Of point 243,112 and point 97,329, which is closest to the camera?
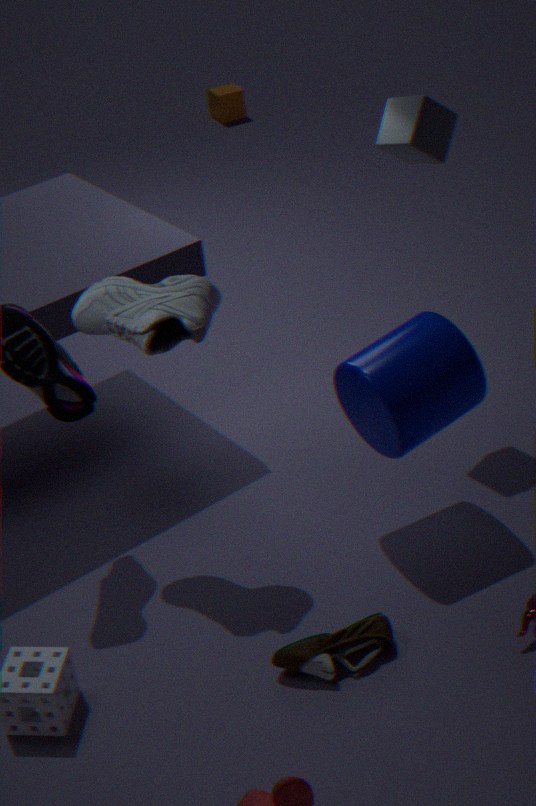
point 97,329
